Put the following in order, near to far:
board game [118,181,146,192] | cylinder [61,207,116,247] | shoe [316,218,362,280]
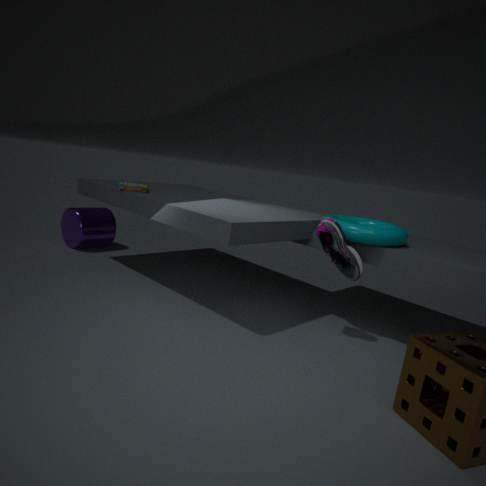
shoe [316,218,362,280]
board game [118,181,146,192]
cylinder [61,207,116,247]
